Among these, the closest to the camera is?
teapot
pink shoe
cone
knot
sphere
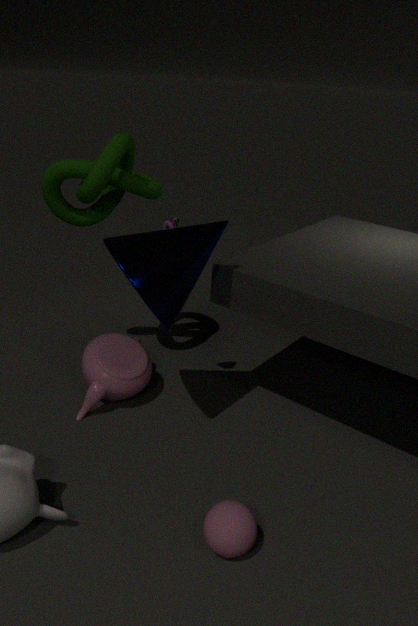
sphere
